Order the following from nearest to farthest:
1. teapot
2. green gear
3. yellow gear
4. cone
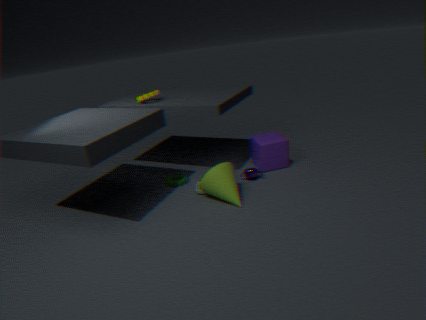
cone, teapot, yellow gear, green gear
